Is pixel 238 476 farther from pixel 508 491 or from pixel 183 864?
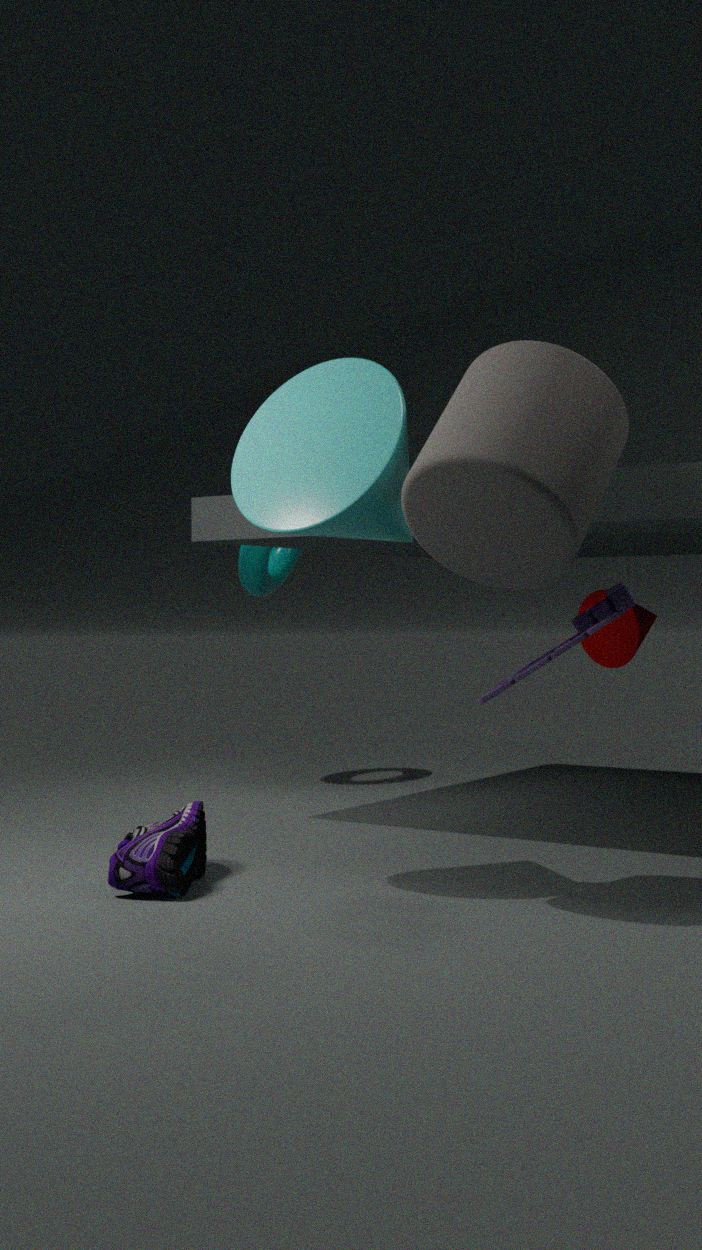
pixel 183 864
